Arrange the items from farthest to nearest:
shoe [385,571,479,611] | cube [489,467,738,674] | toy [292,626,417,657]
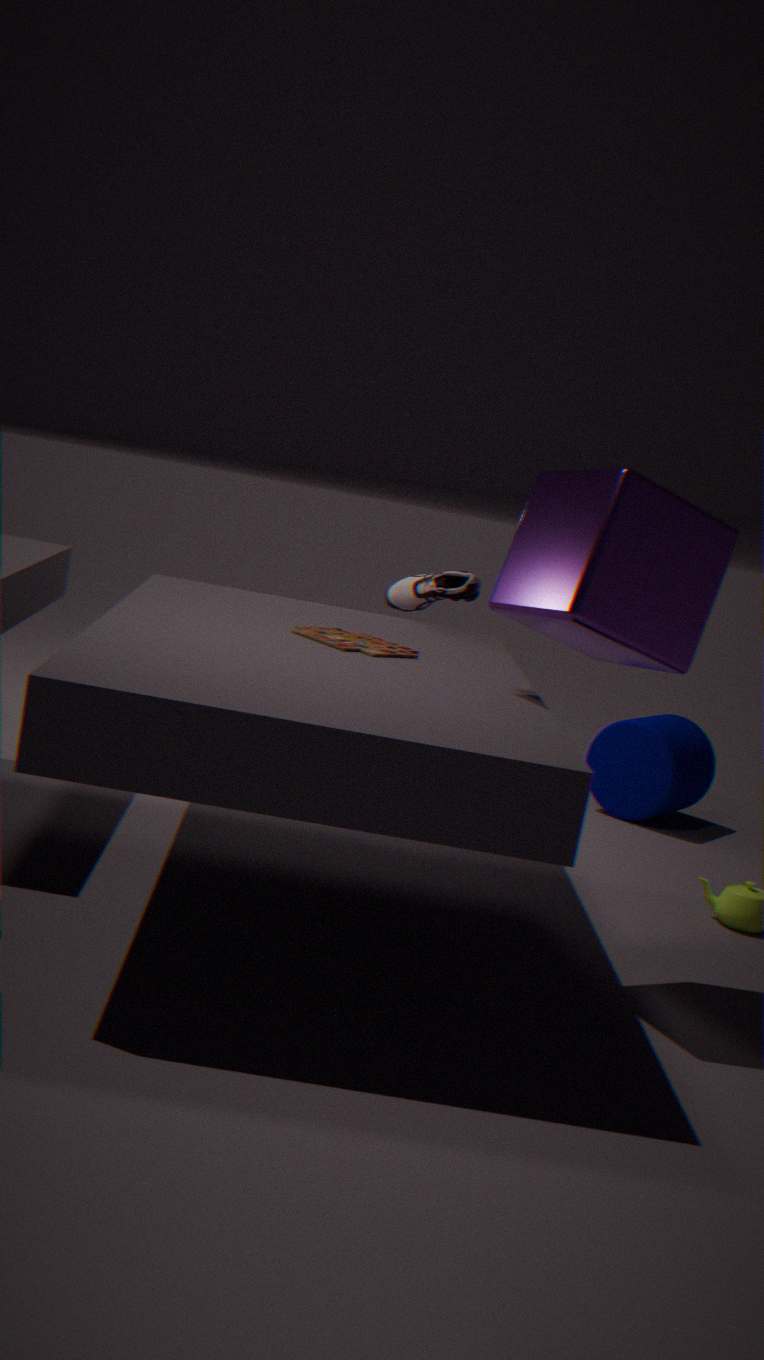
shoe [385,571,479,611] < toy [292,626,417,657] < cube [489,467,738,674]
